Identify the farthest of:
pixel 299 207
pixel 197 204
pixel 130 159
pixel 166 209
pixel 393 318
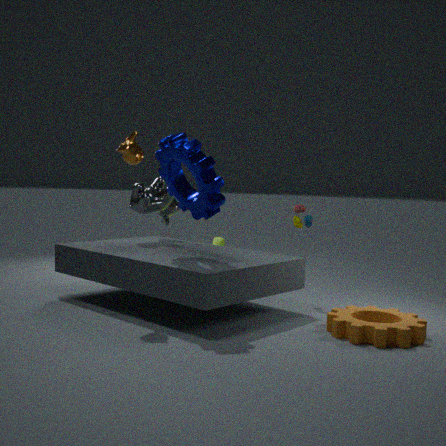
pixel 166 209
